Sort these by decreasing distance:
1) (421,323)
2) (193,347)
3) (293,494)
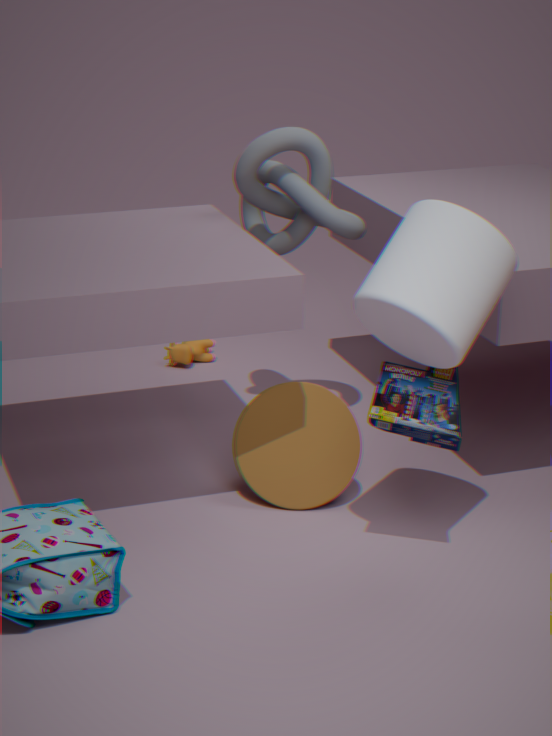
2. (193,347) < 3. (293,494) < 1. (421,323)
